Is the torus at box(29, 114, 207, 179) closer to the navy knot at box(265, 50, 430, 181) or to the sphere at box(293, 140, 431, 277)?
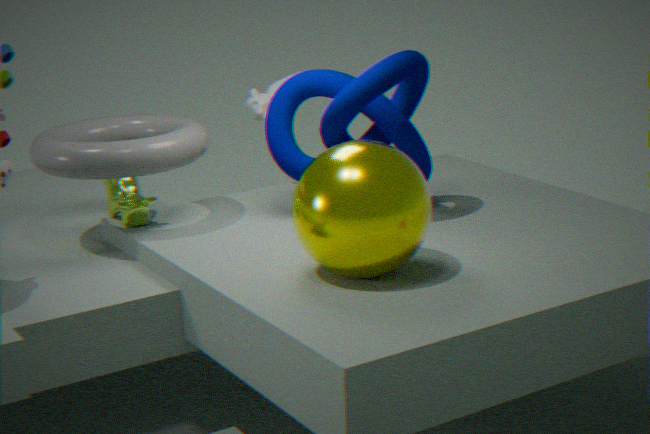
the navy knot at box(265, 50, 430, 181)
